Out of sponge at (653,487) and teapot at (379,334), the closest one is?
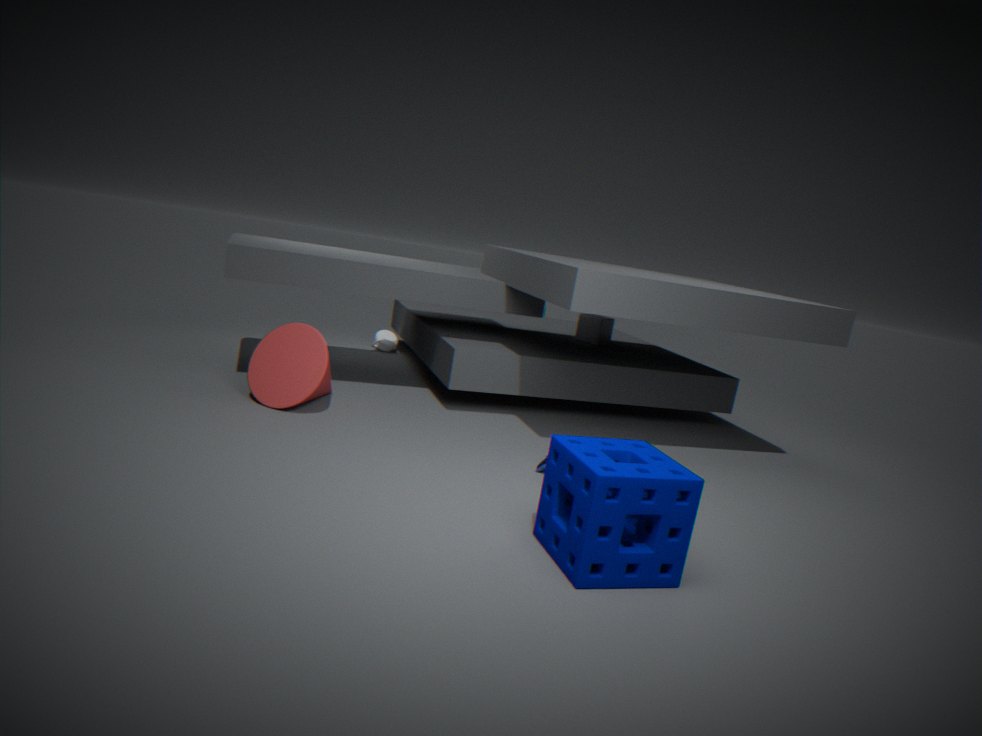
sponge at (653,487)
